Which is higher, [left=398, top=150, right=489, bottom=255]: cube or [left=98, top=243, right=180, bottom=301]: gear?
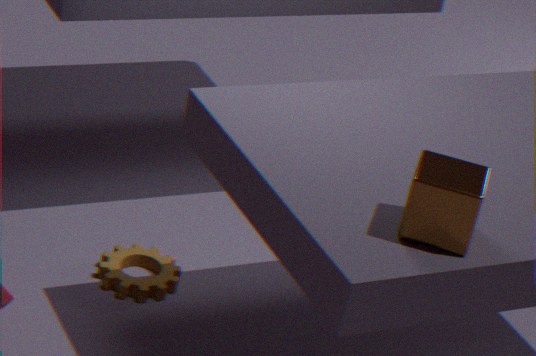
[left=398, top=150, right=489, bottom=255]: cube
